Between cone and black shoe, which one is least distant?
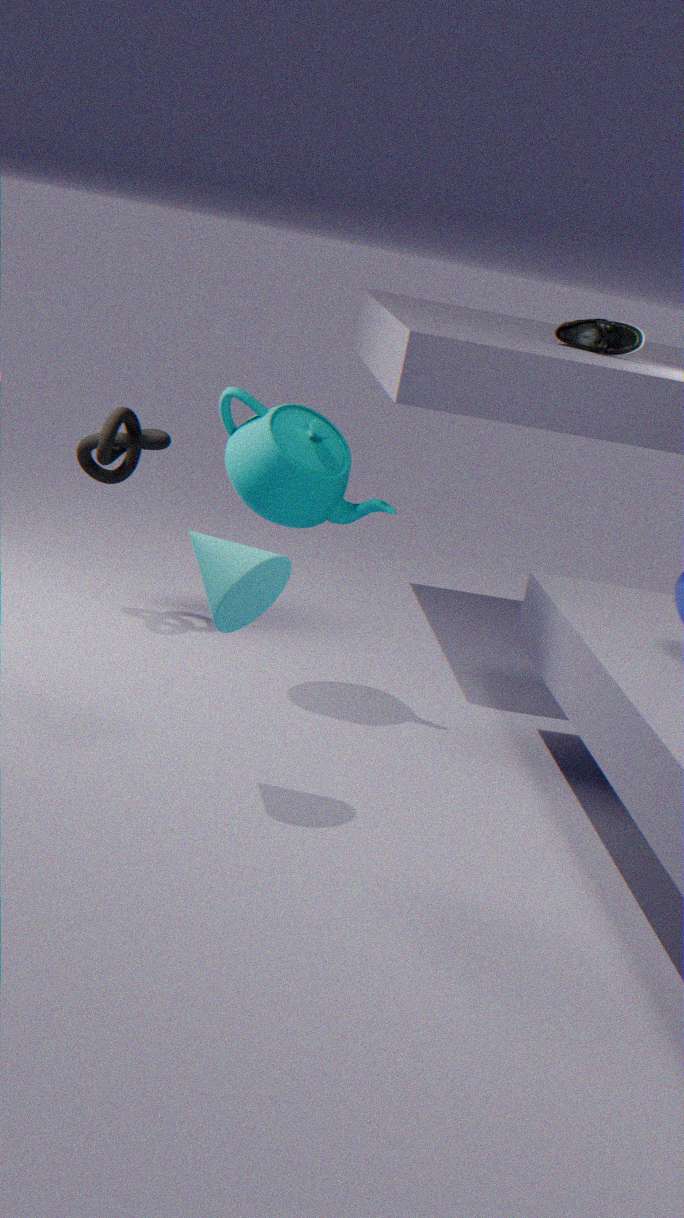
cone
